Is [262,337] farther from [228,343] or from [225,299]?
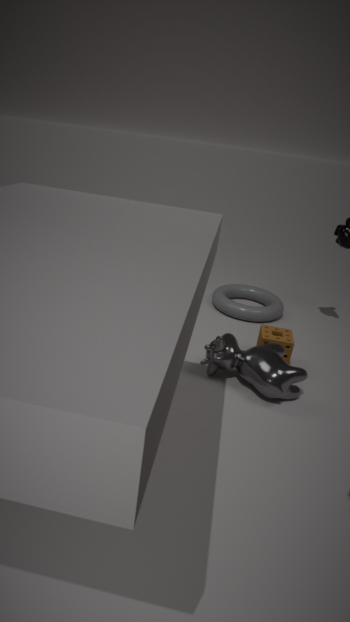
[225,299]
